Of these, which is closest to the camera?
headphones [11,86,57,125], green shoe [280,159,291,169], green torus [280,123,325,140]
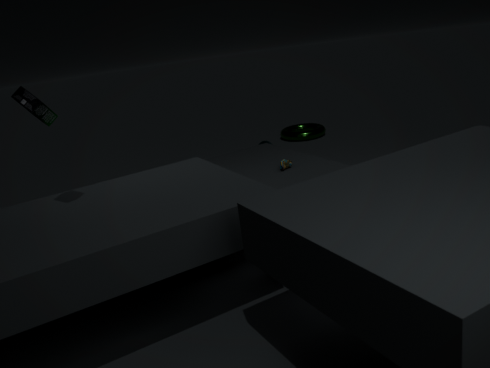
headphones [11,86,57,125]
